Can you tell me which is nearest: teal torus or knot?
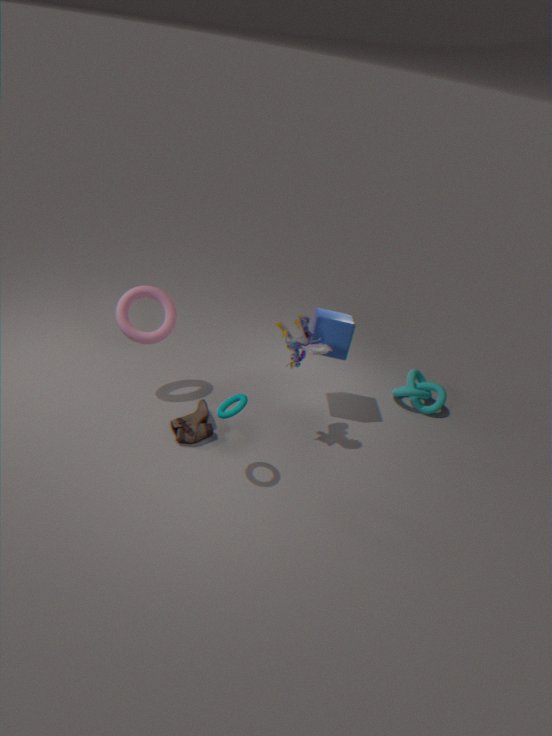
teal torus
